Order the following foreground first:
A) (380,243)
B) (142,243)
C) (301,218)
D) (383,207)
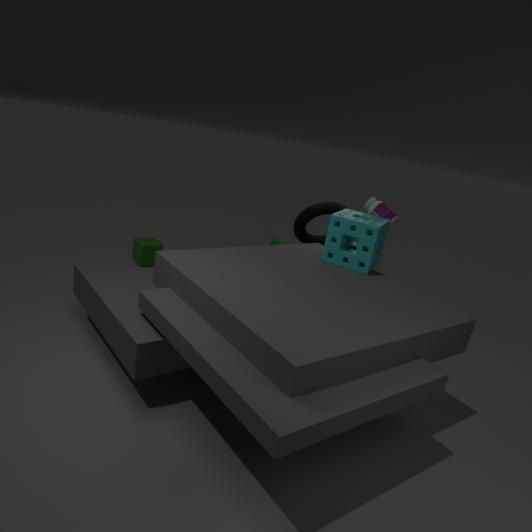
1. (380,243)
2. (142,243)
3. (383,207)
4. (301,218)
